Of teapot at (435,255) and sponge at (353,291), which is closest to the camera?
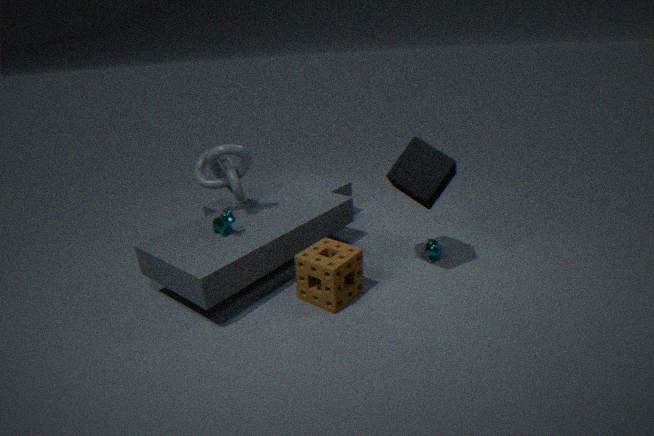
sponge at (353,291)
